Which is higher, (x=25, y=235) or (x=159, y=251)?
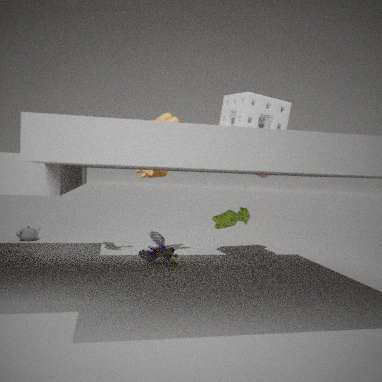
(x=159, y=251)
